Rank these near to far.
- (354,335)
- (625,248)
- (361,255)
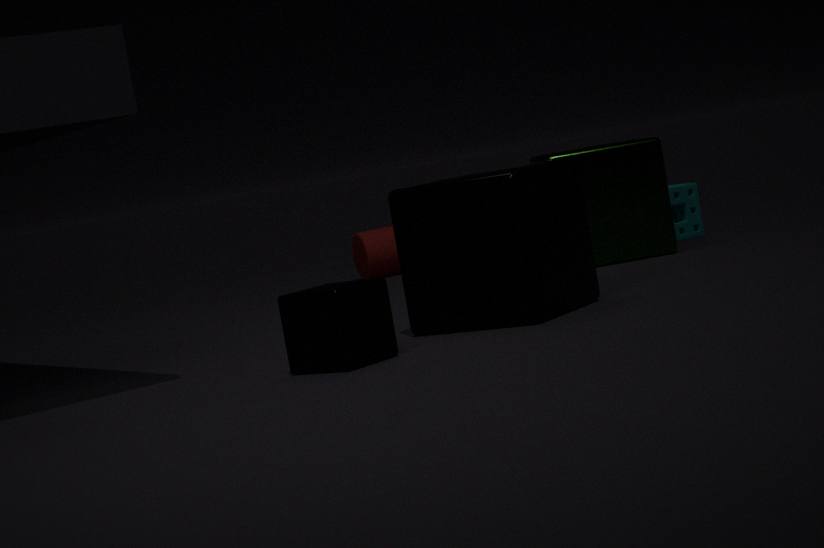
1. (354,335)
2. (625,248)
3. (361,255)
